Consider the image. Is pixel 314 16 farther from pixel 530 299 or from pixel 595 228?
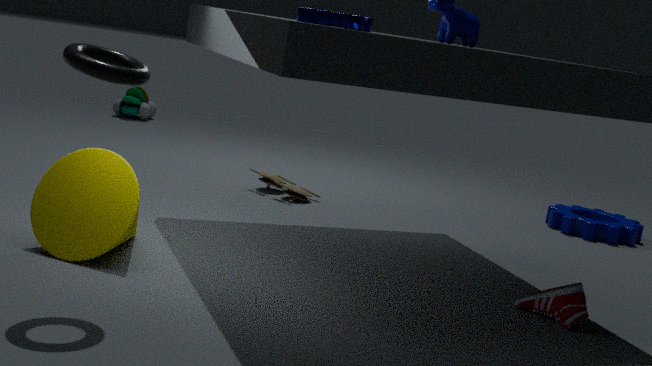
pixel 595 228
